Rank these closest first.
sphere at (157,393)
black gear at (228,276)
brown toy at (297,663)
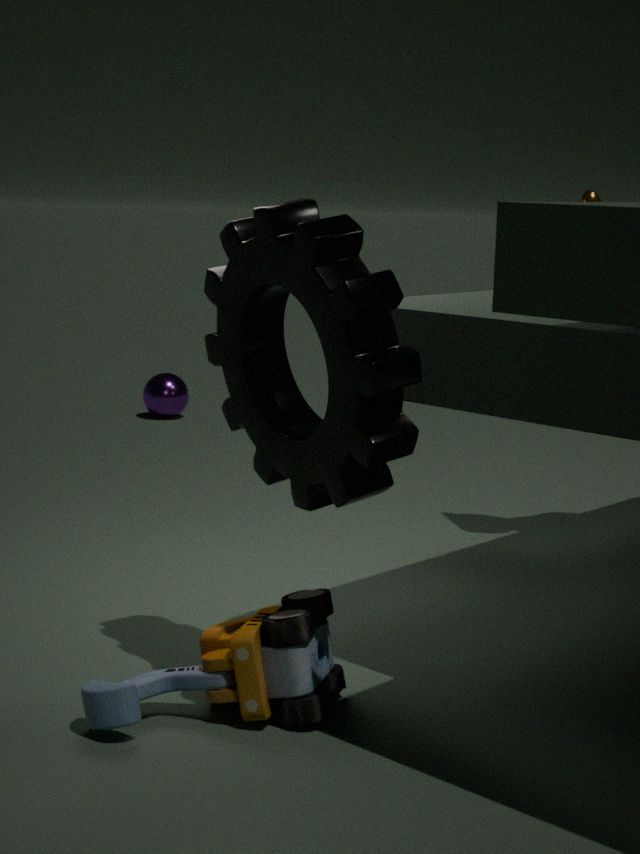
black gear at (228,276) < brown toy at (297,663) < sphere at (157,393)
